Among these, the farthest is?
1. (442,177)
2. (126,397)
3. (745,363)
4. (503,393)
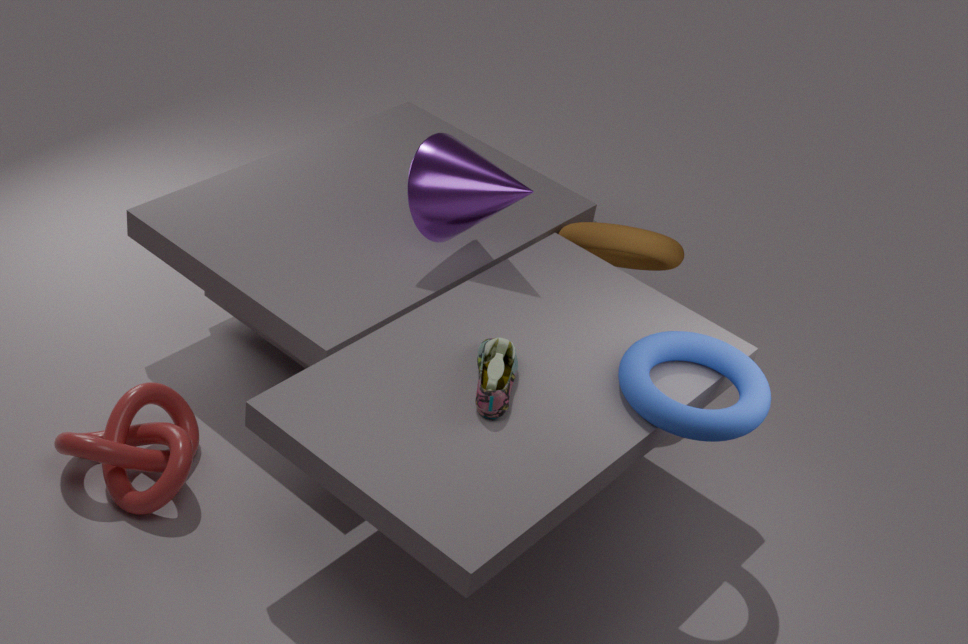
(442,177)
